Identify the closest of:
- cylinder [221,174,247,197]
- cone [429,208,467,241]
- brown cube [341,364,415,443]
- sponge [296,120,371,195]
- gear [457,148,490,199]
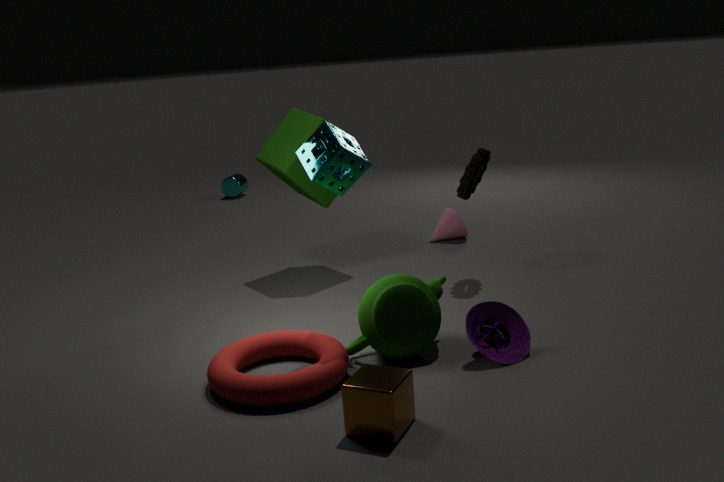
brown cube [341,364,415,443]
